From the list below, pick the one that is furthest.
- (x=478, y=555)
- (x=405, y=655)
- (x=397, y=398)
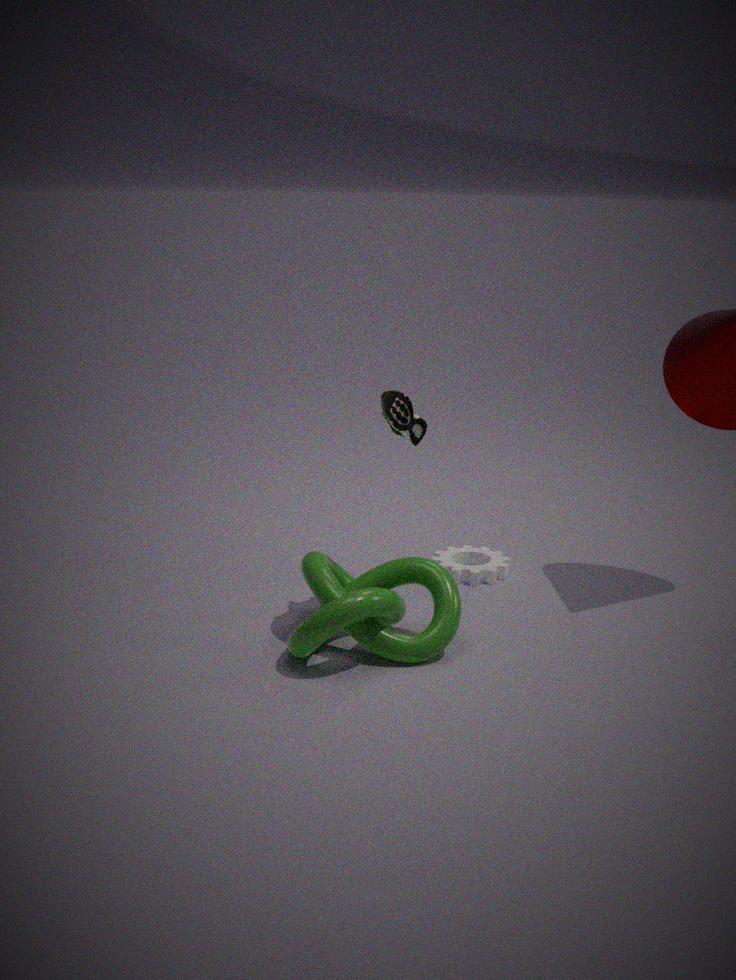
(x=478, y=555)
